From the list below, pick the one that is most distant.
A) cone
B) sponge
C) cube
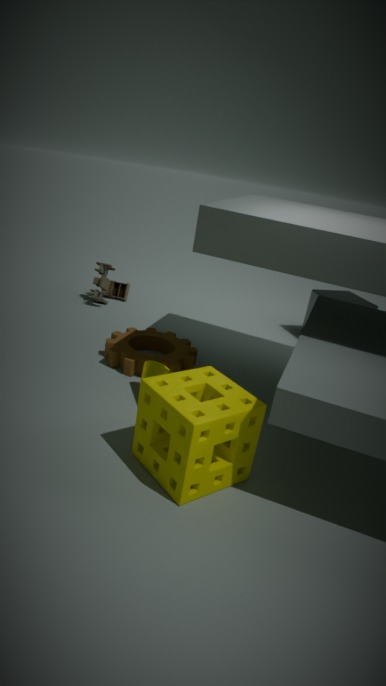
cube
